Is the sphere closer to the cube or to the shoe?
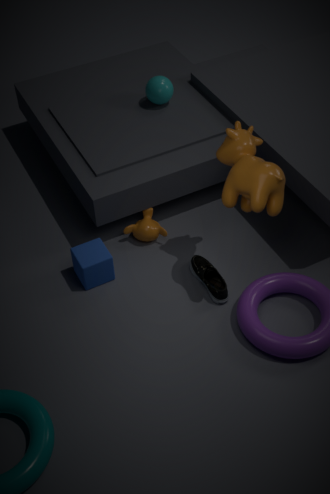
the cube
